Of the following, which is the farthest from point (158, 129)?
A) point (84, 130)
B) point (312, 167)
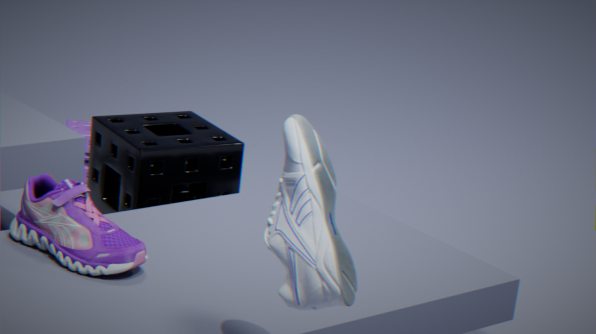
point (312, 167)
